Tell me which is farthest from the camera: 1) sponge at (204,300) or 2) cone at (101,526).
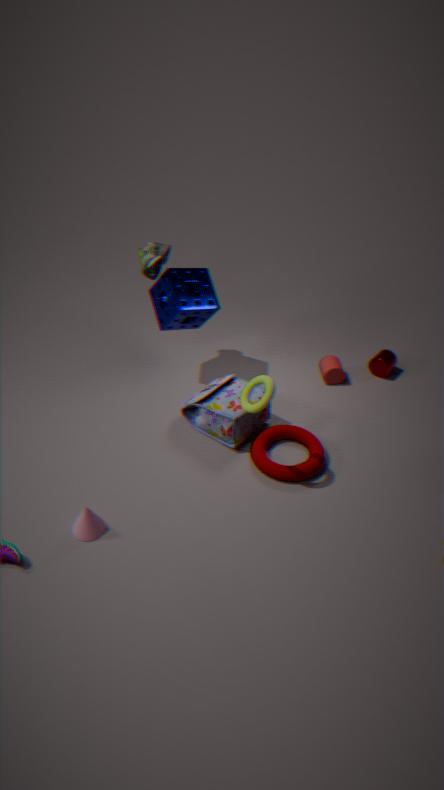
1. sponge at (204,300)
